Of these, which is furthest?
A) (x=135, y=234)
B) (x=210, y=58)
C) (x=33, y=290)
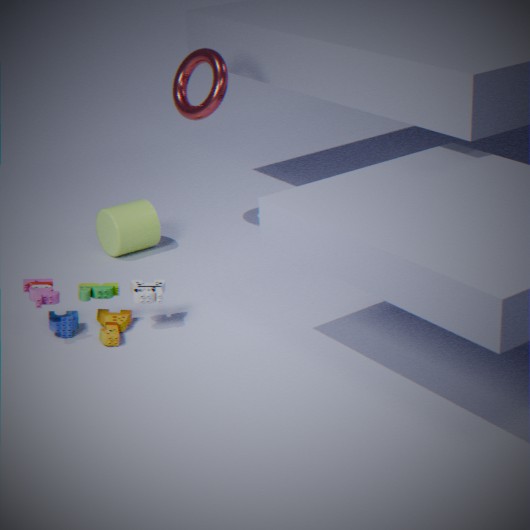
A. (x=135, y=234)
